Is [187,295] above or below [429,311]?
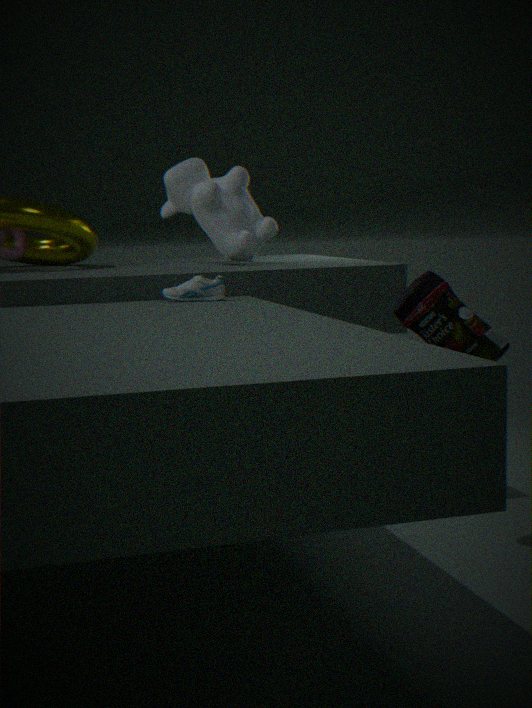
above
